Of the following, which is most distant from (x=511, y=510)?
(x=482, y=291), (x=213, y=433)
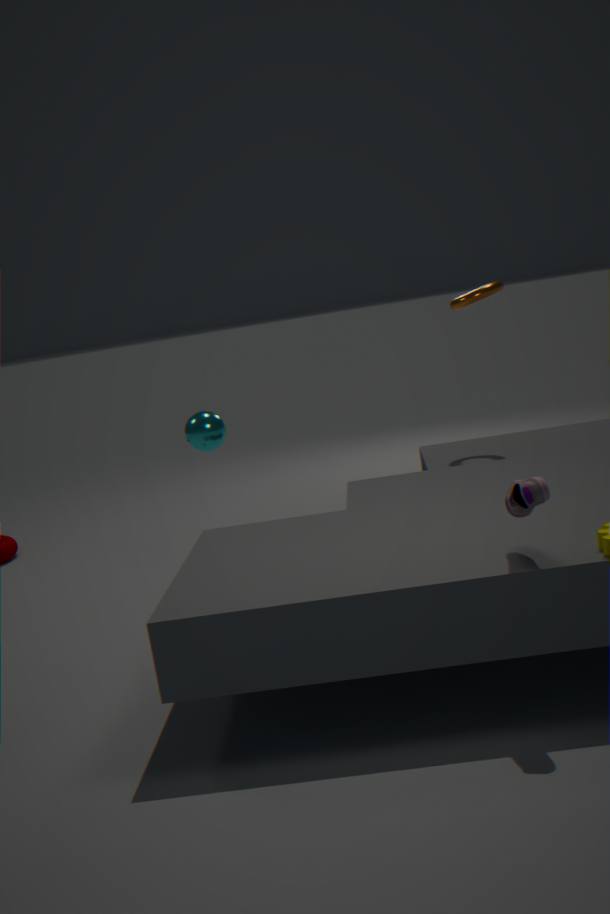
(x=482, y=291)
